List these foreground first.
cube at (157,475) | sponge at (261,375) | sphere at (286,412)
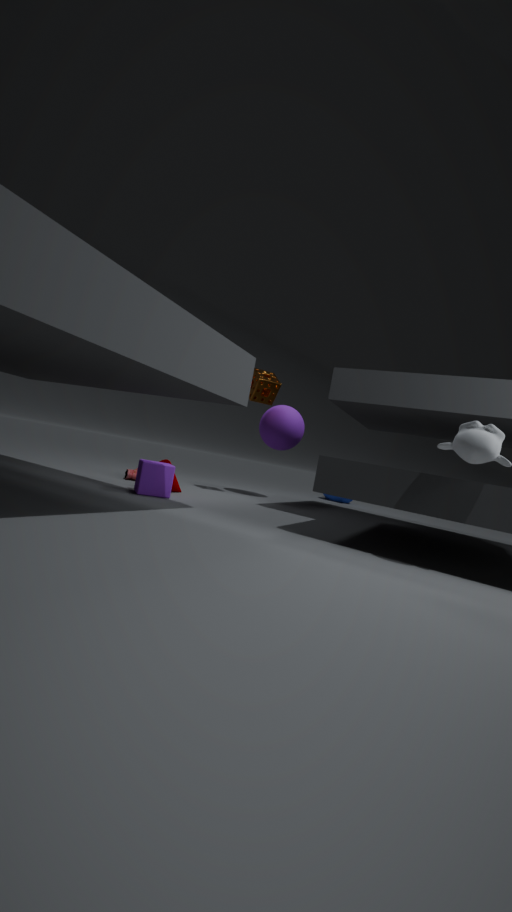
cube at (157,475) < sponge at (261,375) < sphere at (286,412)
